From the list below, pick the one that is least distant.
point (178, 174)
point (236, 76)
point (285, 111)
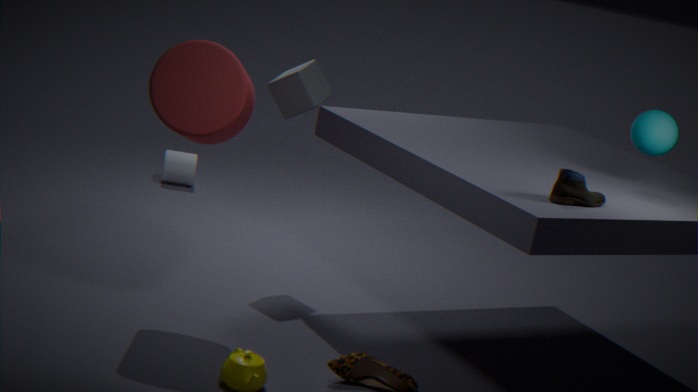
point (236, 76)
